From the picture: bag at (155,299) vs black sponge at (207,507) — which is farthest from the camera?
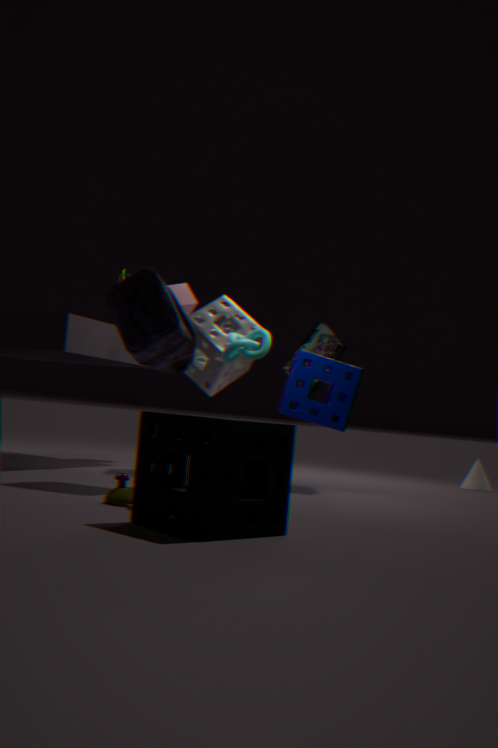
bag at (155,299)
